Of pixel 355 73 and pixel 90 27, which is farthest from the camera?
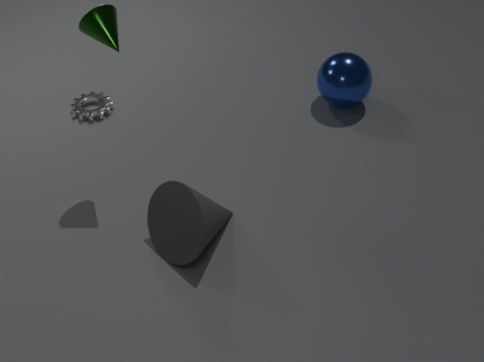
pixel 355 73
